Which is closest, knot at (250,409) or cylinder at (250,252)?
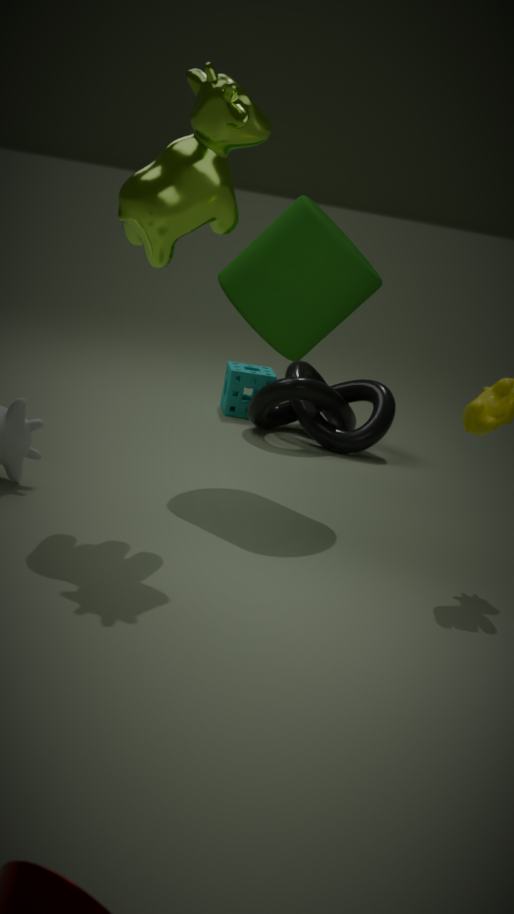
cylinder at (250,252)
